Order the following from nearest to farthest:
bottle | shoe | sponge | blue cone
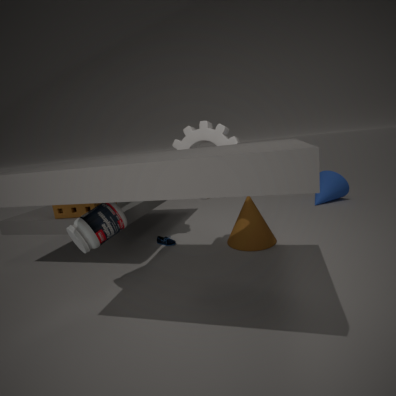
bottle, sponge, shoe, blue cone
